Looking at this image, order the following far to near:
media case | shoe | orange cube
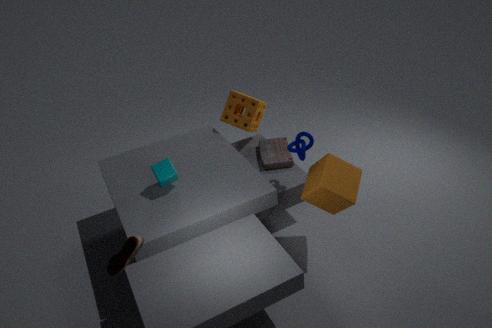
media case < orange cube < shoe
